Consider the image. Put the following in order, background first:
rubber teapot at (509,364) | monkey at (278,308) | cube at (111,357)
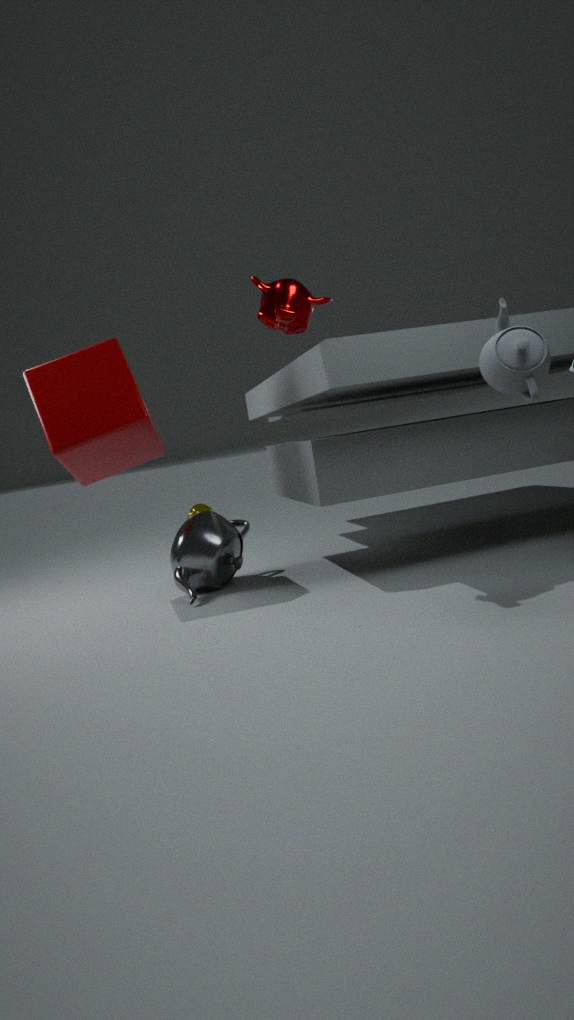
1. cube at (111,357)
2. monkey at (278,308)
3. rubber teapot at (509,364)
